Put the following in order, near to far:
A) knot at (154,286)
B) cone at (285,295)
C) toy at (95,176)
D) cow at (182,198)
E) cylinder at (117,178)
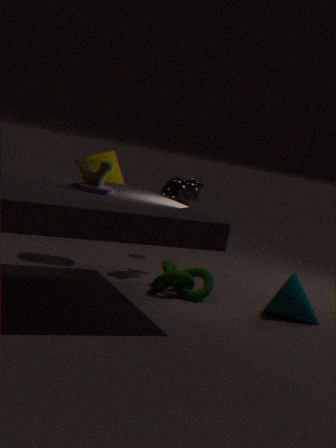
toy at (95,176) < cone at (285,295) < knot at (154,286) < cylinder at (117,178) < cow at (182,198)
